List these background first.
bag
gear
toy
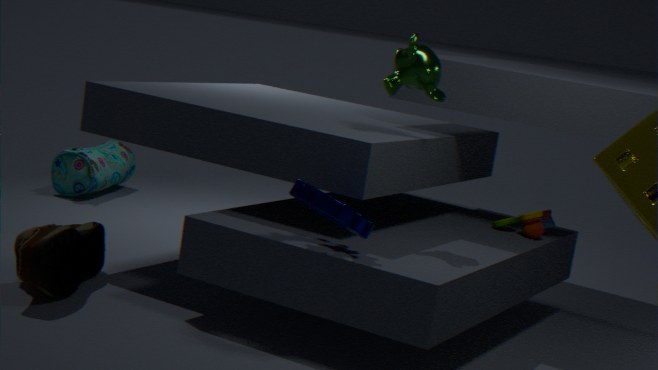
bag
toy
gear
